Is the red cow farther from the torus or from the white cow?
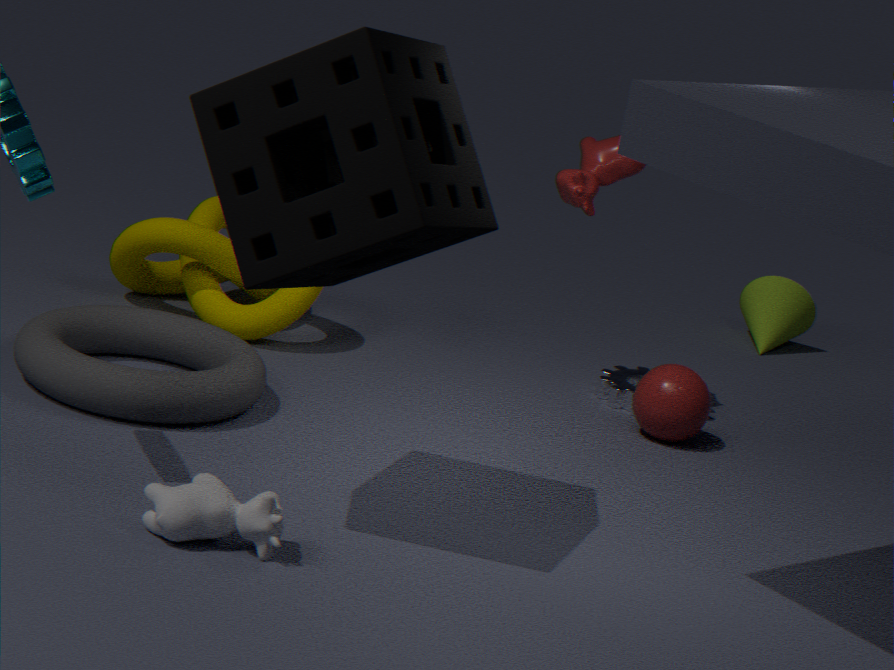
the white cow
